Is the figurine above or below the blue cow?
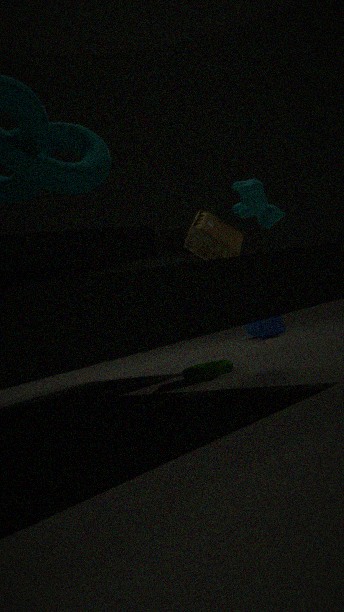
above
